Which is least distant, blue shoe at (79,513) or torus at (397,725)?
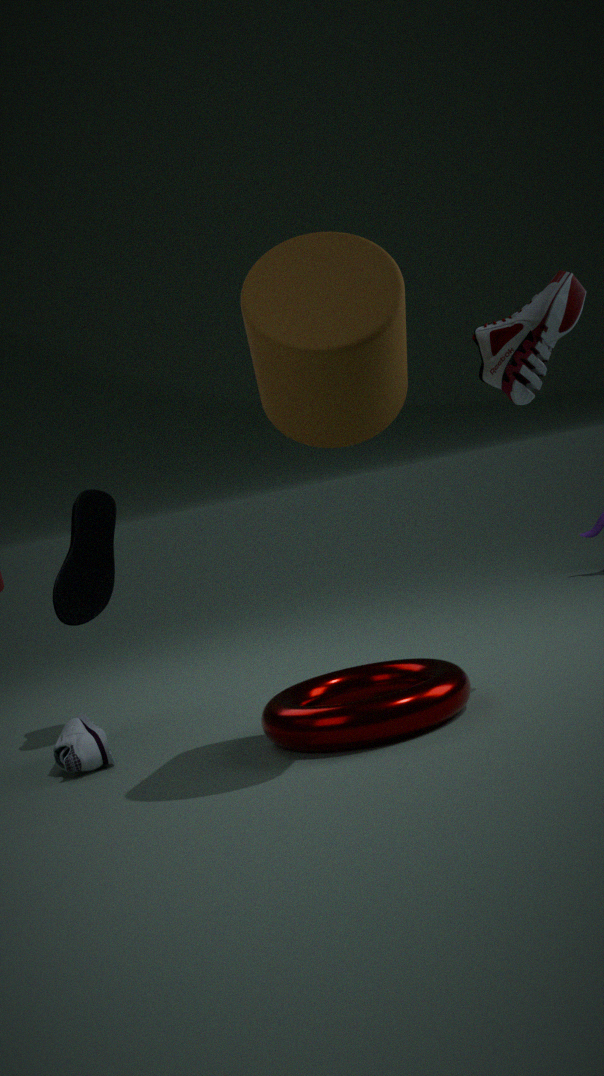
torus at (397,725)
